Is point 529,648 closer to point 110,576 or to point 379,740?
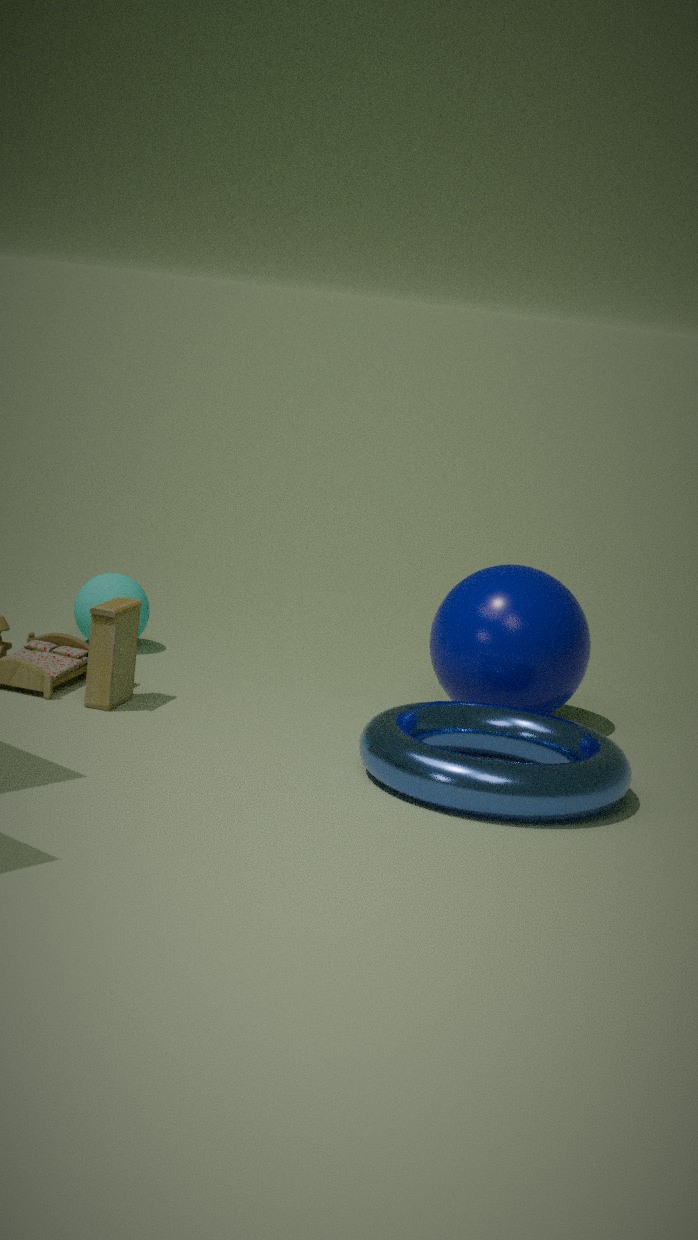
point 379,740
